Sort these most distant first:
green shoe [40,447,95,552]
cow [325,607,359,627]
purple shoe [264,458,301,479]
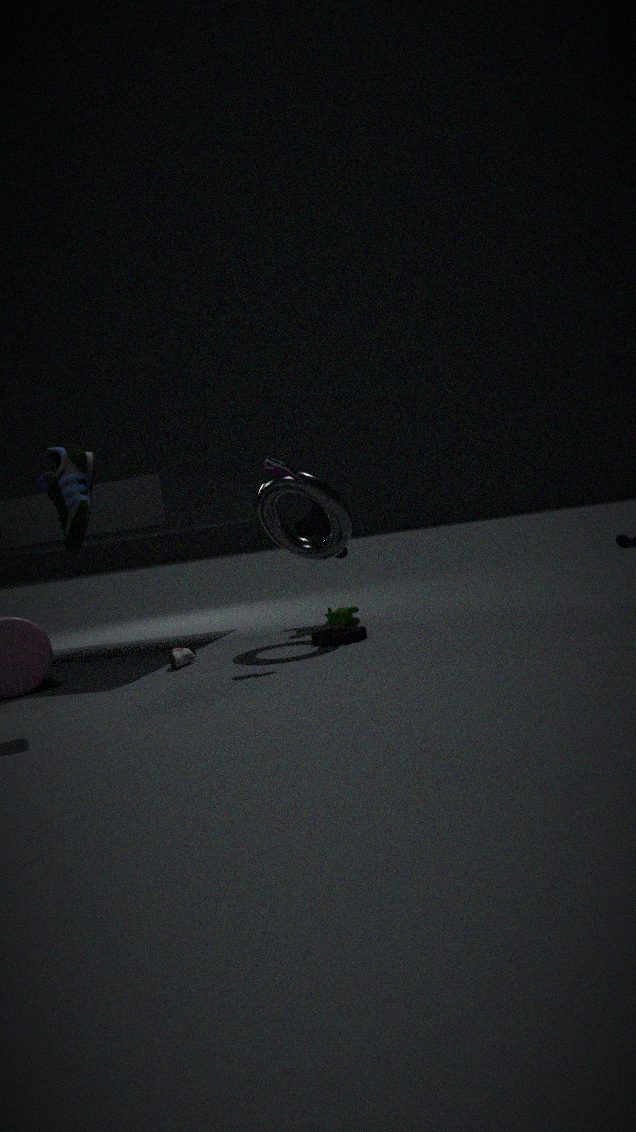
1. cow [325,607,359,627]
2. purple shoe [264,458,301,479]
3. green shoe [40,447,95,552]
